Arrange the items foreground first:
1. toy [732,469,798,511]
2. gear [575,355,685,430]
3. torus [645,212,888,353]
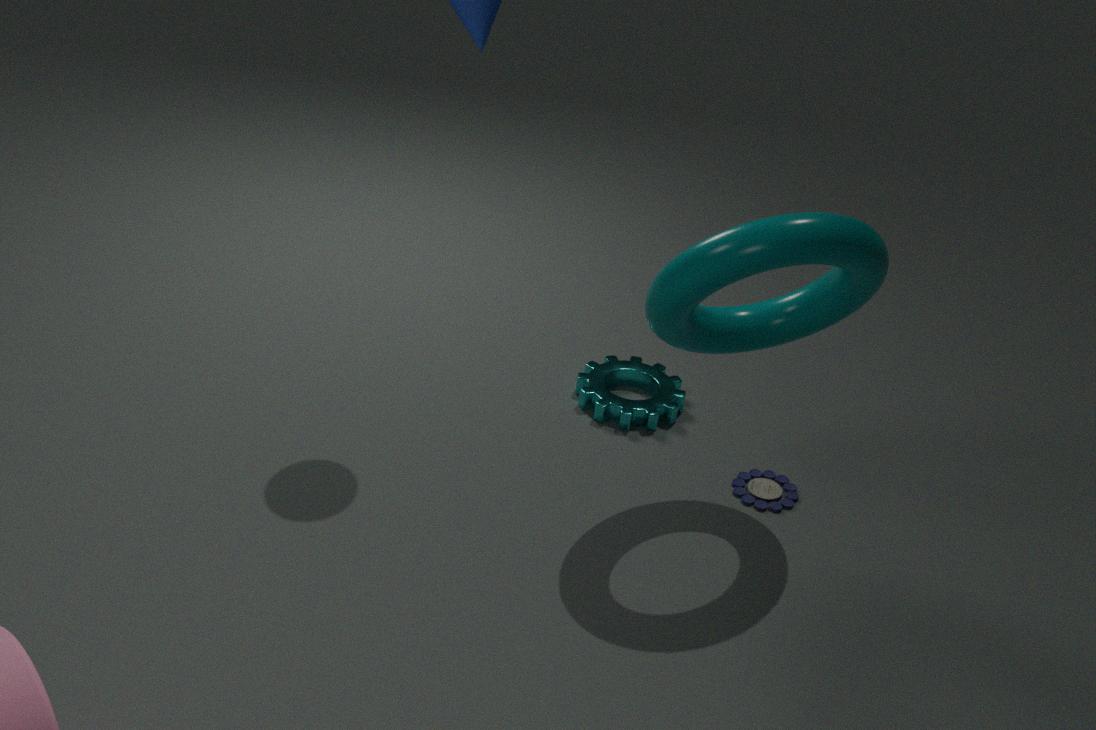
torus [645,212,888,353] < toy [732,469,798,511] < gear [575,355,685,430]
